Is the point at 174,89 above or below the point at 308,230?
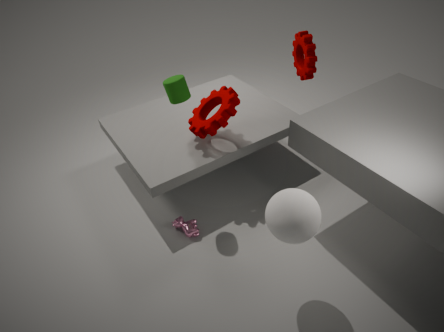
above
